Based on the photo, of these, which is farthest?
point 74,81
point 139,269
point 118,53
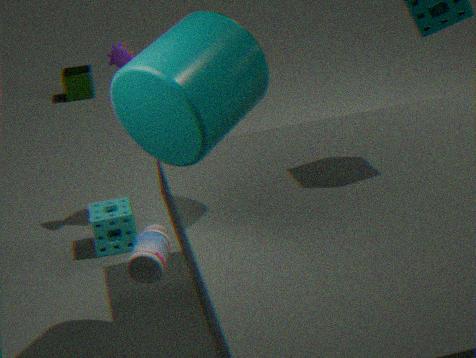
point 74,81
